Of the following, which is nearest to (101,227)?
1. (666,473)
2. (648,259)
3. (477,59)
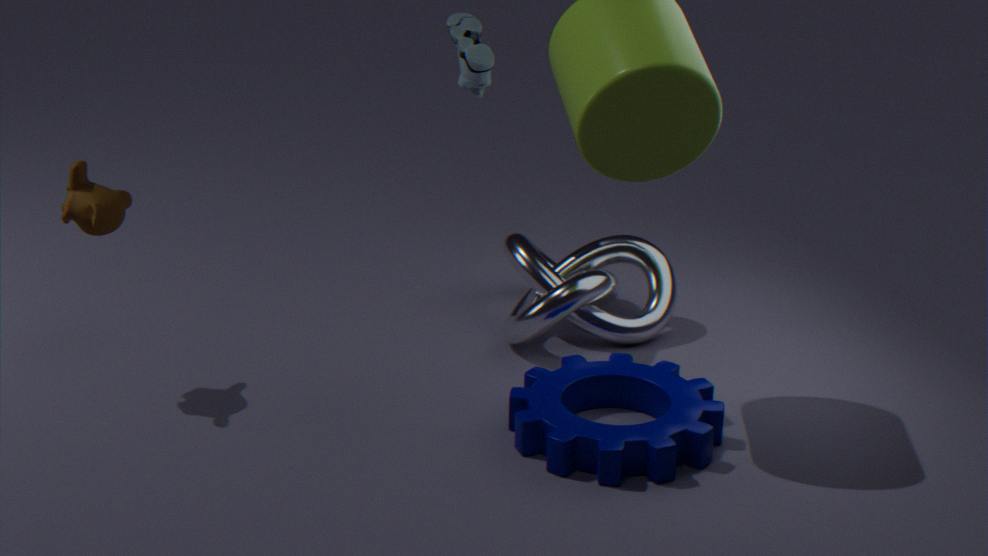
(477,59)
